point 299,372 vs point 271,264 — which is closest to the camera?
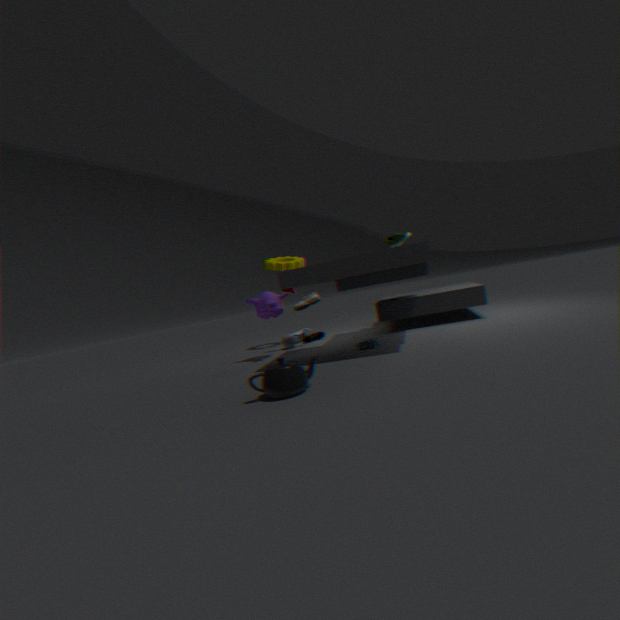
point 299,372
